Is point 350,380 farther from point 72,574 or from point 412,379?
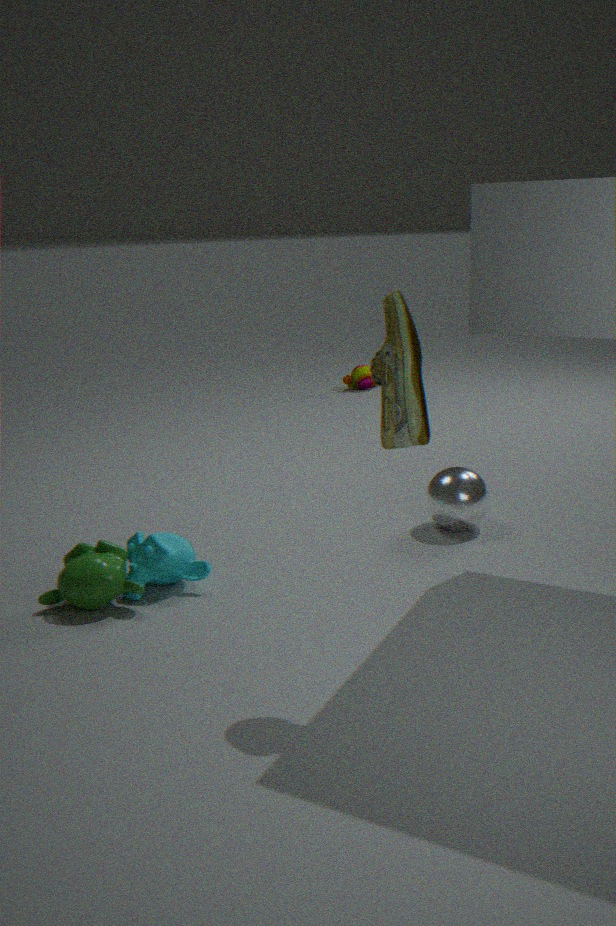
point 412,379
